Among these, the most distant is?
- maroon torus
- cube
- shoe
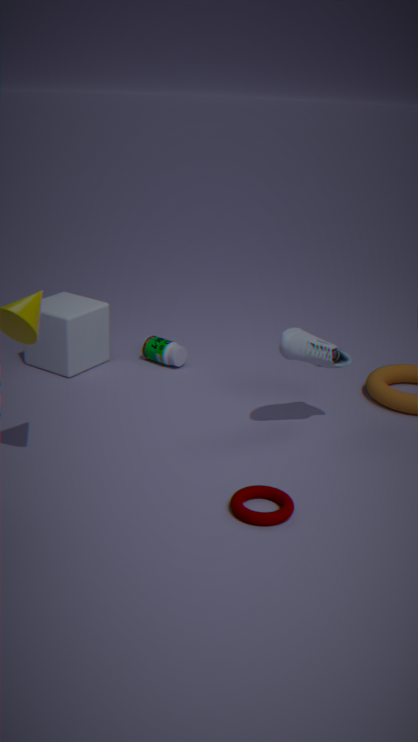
cube
